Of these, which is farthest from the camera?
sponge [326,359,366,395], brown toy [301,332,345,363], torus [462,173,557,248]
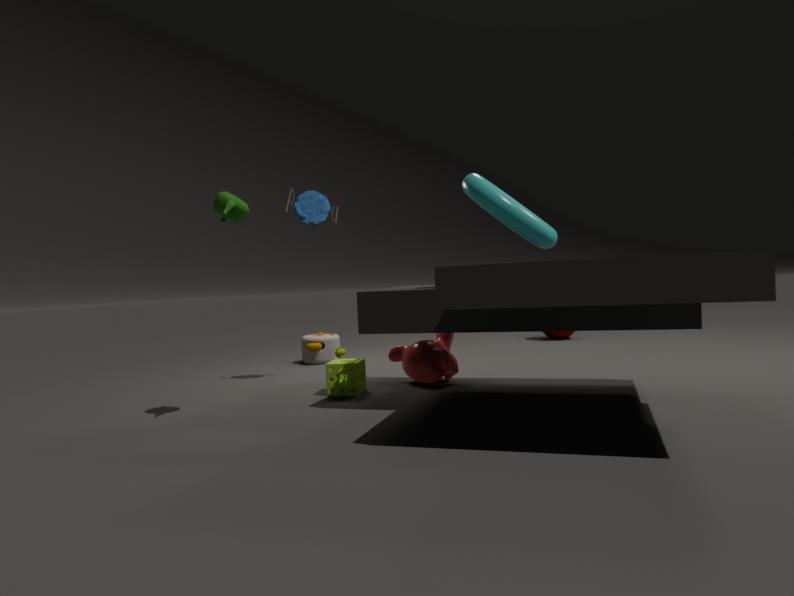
brown toy [301,332,345,363]
